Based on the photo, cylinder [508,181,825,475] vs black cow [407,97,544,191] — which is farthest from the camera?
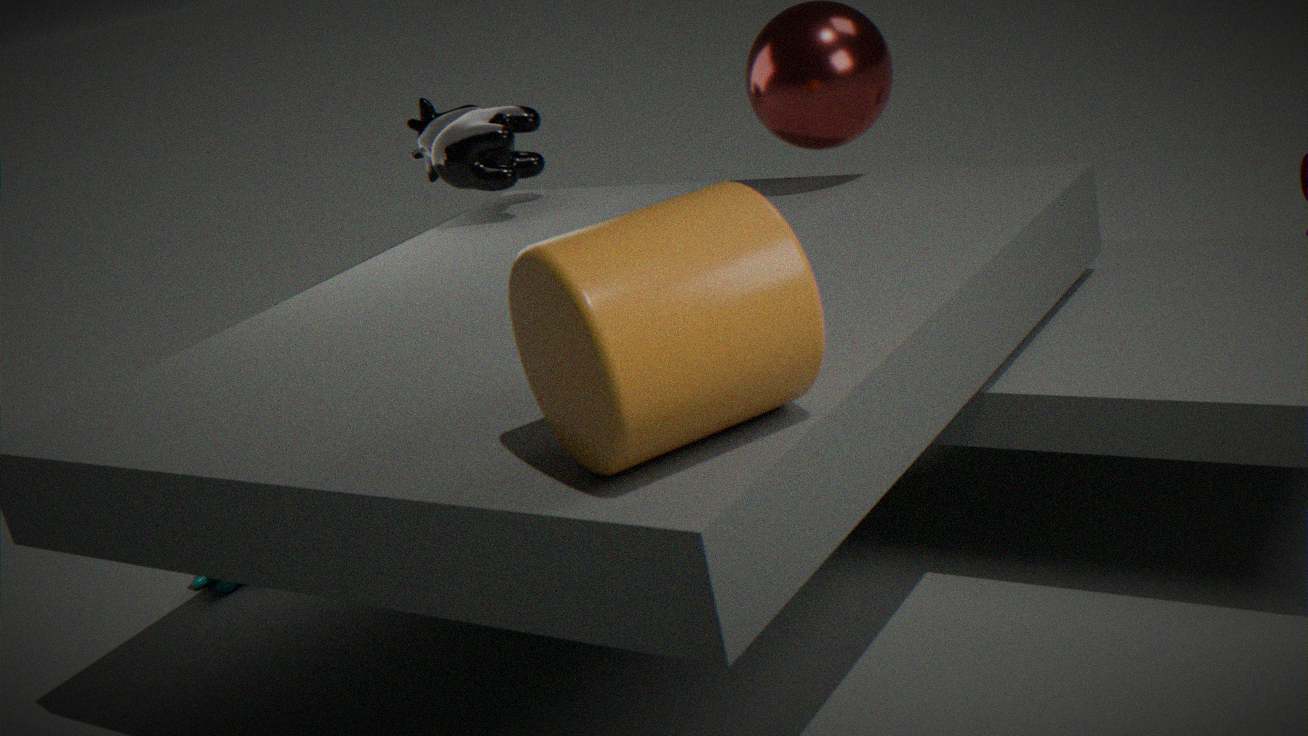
black cow [407,97,544,191]
